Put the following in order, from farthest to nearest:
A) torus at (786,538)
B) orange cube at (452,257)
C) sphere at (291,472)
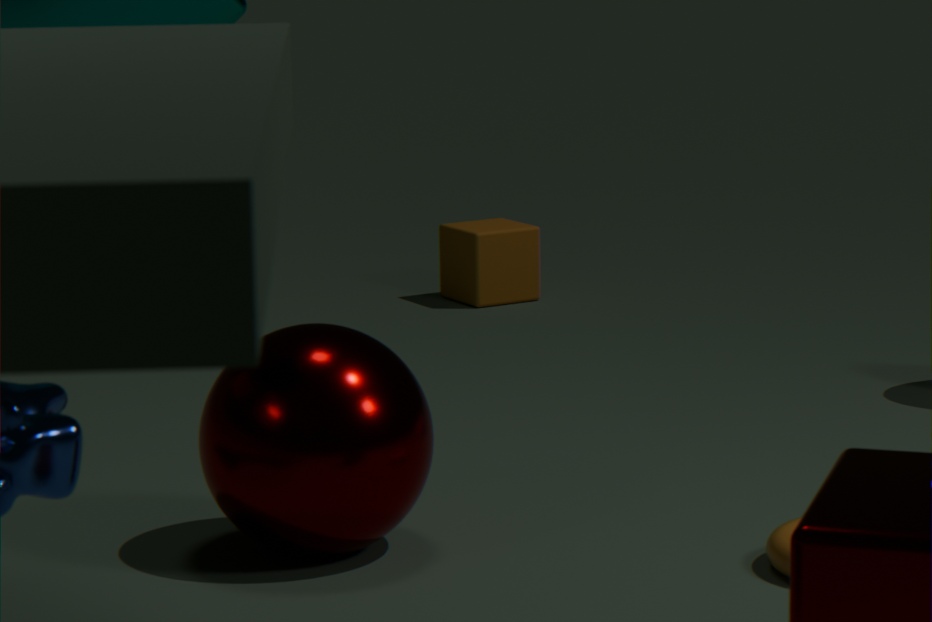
1. orange cube at (452,257)
2. sphere at (291,472)
3. torus at (786,538)
